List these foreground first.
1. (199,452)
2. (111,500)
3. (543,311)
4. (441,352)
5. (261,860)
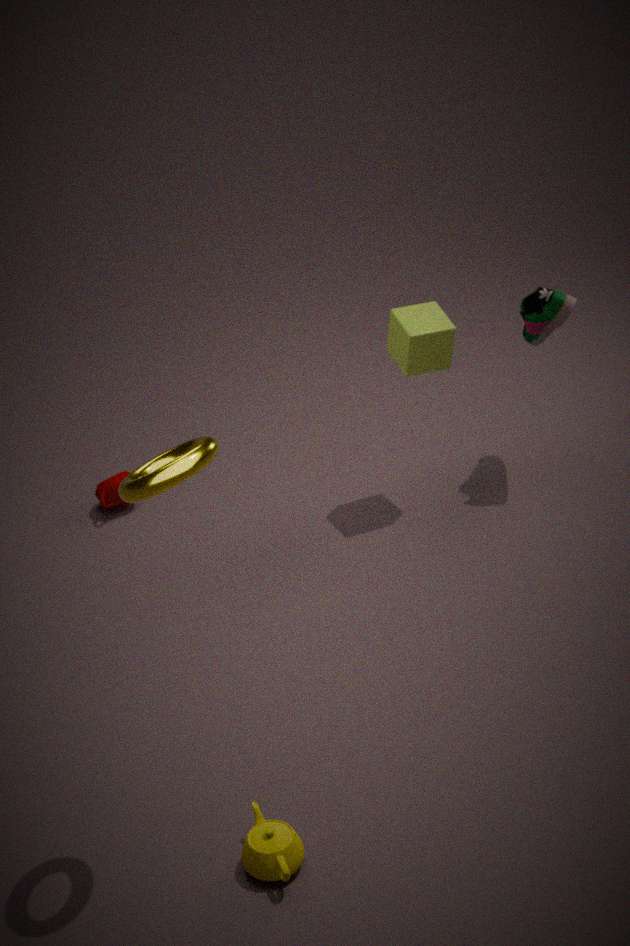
(199,452)
(261,860)
(441,352)
(543,311)
(111,500)
